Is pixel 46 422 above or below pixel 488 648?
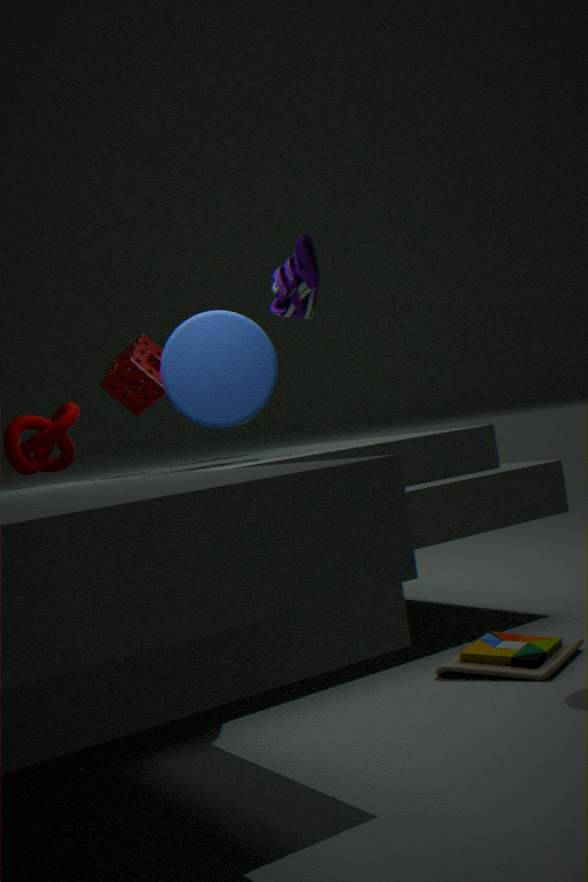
above
